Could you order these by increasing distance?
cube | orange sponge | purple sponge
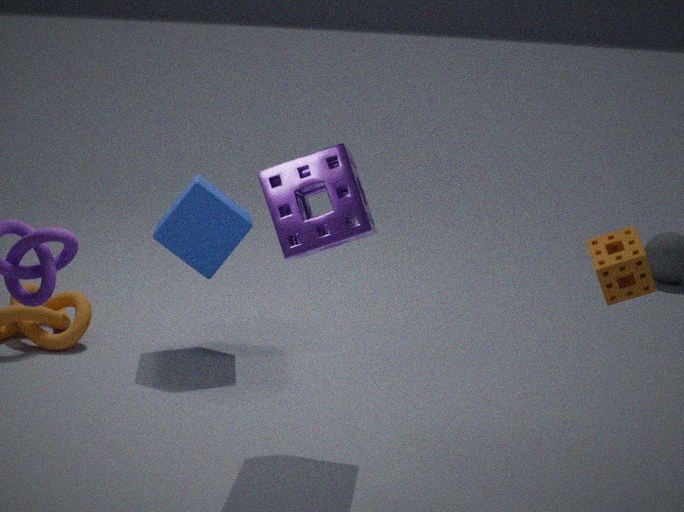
orange sponge → purple sponge → cube
